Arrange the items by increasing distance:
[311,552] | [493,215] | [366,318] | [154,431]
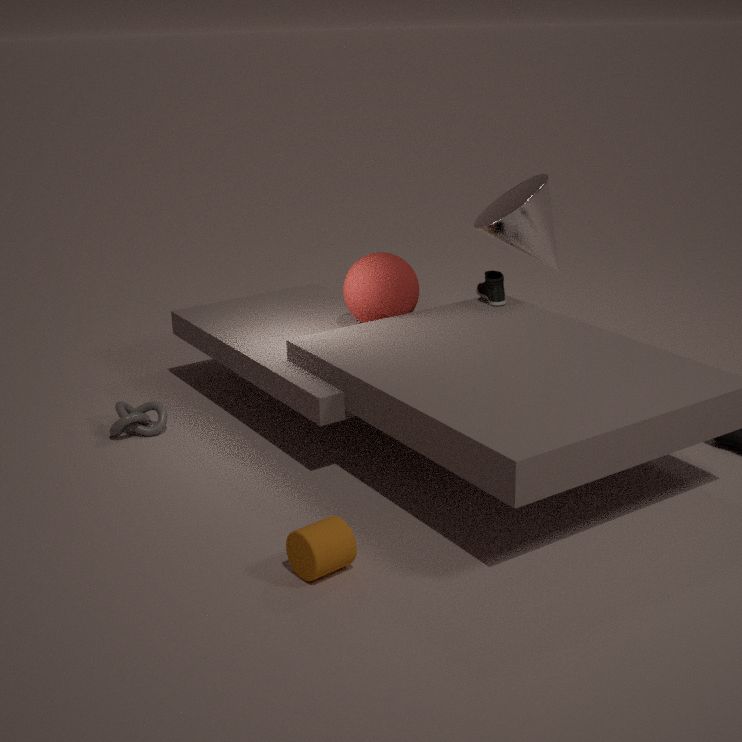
[311,552], [154,431], [366,318], [493,215]
